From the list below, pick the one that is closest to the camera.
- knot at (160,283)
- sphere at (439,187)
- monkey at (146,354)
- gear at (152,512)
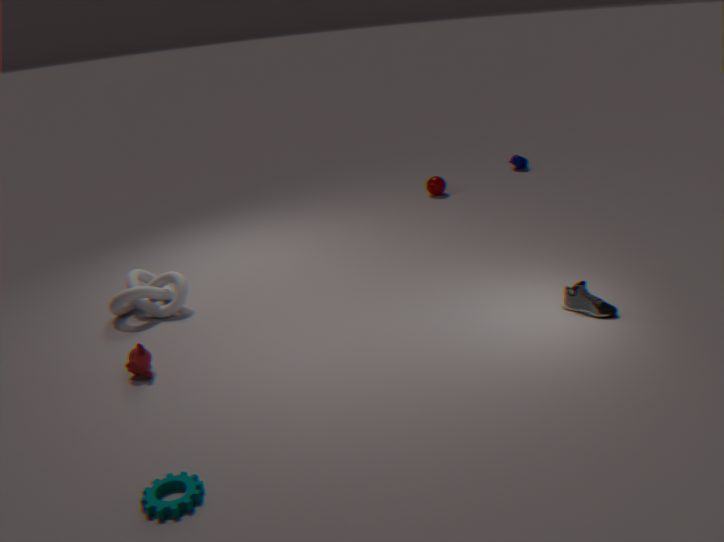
gear at (152,512)
